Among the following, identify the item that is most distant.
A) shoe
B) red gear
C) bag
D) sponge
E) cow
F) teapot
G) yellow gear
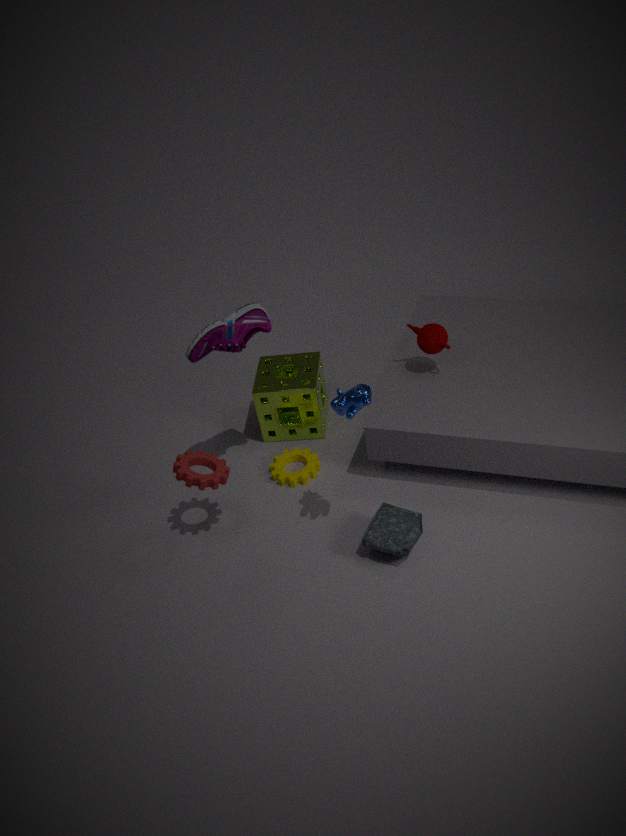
→ sponge
